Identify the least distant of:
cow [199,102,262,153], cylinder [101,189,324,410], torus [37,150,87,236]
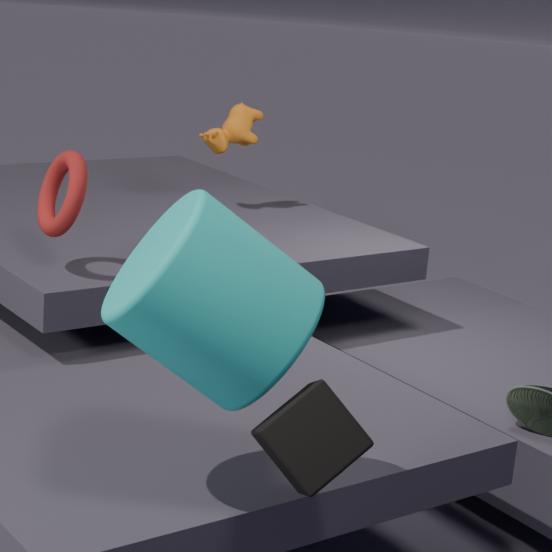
cylinder [101,189,324,410]
